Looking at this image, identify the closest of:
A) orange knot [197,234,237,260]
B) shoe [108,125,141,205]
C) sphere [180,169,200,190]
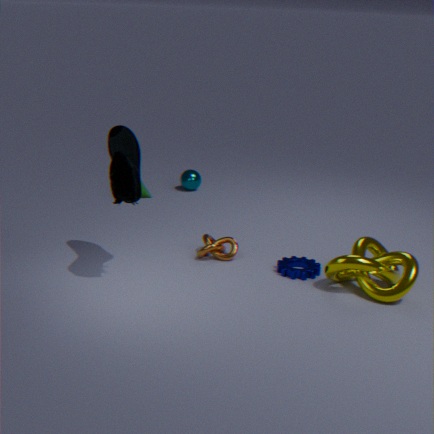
shoe [108,125,141,205]
